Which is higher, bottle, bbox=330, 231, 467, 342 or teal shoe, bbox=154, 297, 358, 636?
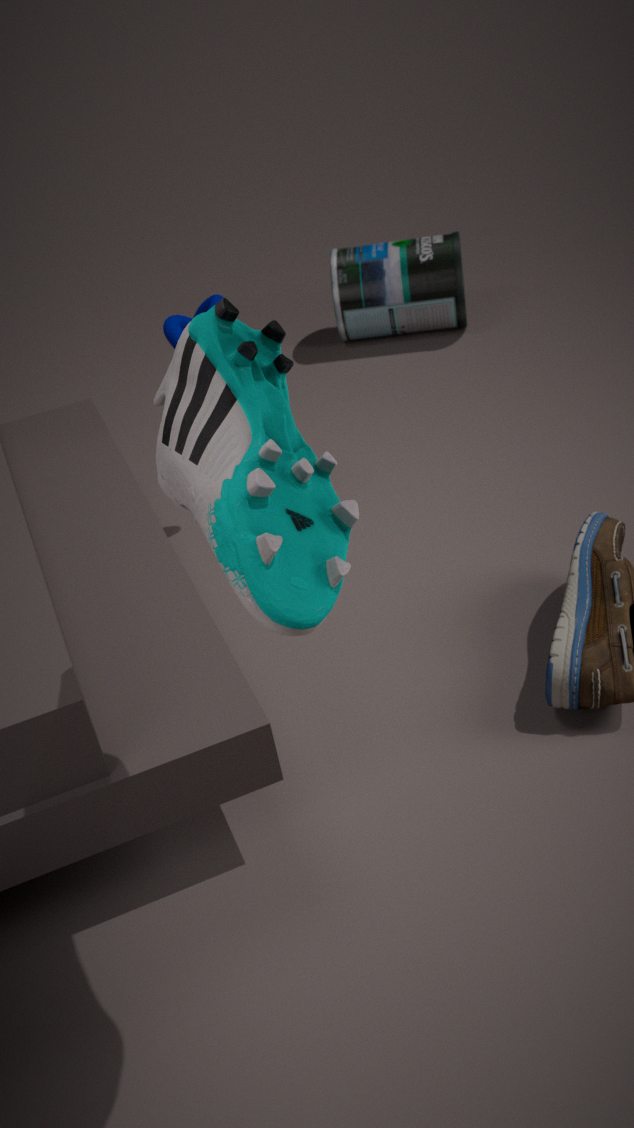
teal shoe, bbox=154, 297, 358, 636
